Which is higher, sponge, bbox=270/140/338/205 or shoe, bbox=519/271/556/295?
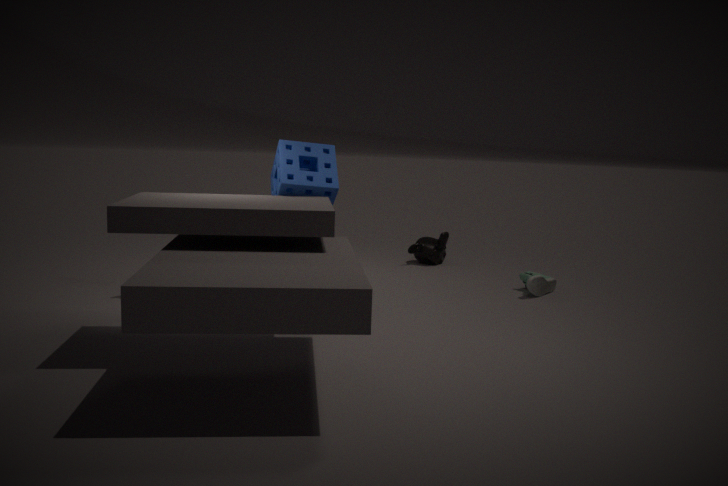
sponge, bbox=270/140/338/205
